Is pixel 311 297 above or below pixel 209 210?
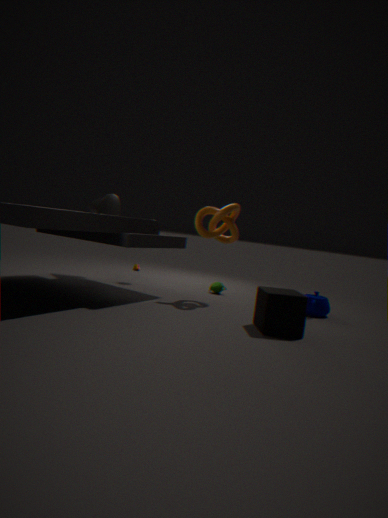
below
